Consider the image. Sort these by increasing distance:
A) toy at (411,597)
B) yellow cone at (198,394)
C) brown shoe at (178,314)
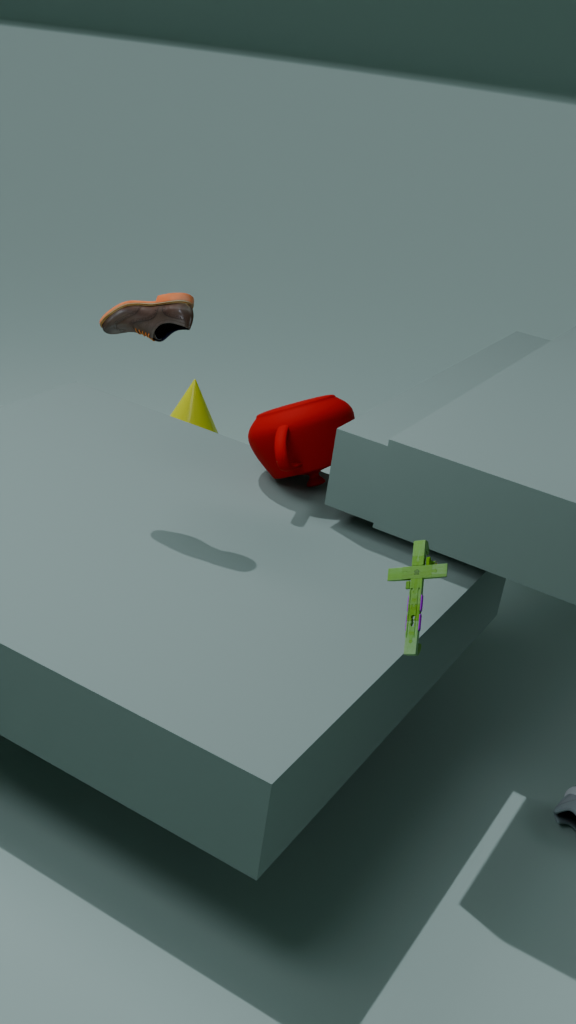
toy at (411,597) < brown shoe at (178,314) < yellow cone at (198,394)
